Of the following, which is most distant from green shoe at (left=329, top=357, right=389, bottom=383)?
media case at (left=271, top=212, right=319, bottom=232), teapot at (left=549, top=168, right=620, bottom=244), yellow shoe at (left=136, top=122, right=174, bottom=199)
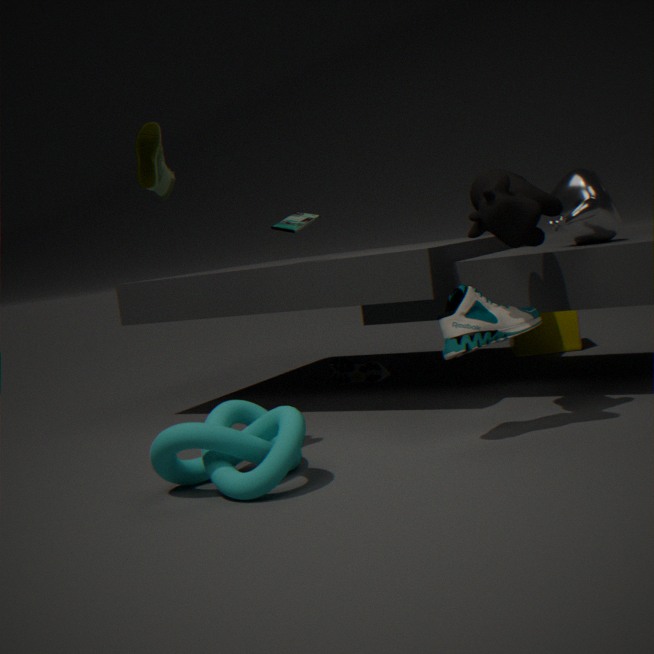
yellow shoe at (left=136, top=122, right=174, bottom=199)
